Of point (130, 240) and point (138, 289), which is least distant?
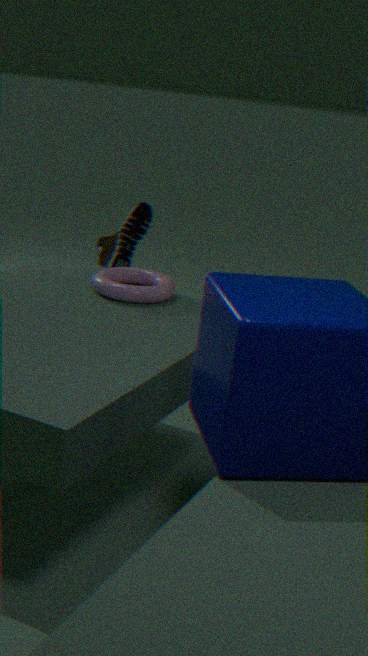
point (138, 289)
